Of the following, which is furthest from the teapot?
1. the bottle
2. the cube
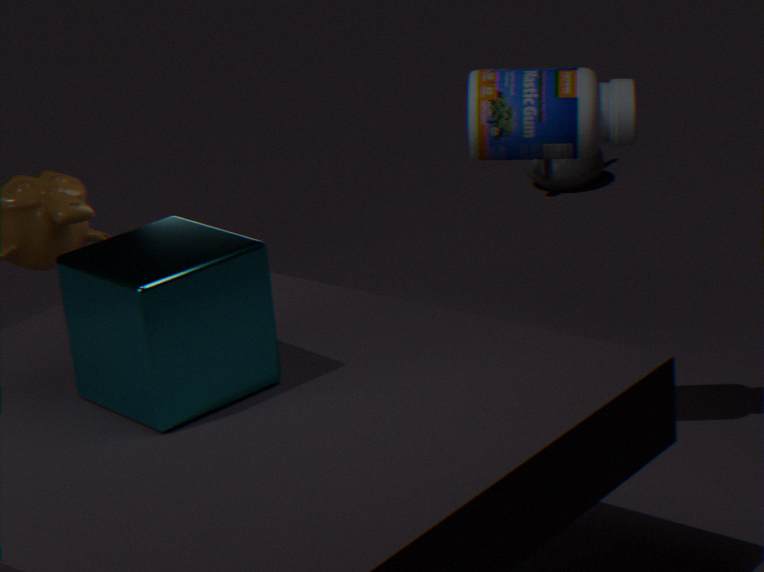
the cube
